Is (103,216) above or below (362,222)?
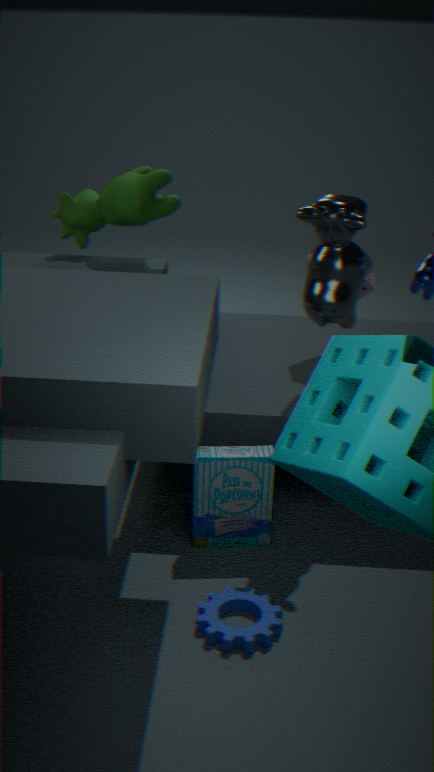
above
